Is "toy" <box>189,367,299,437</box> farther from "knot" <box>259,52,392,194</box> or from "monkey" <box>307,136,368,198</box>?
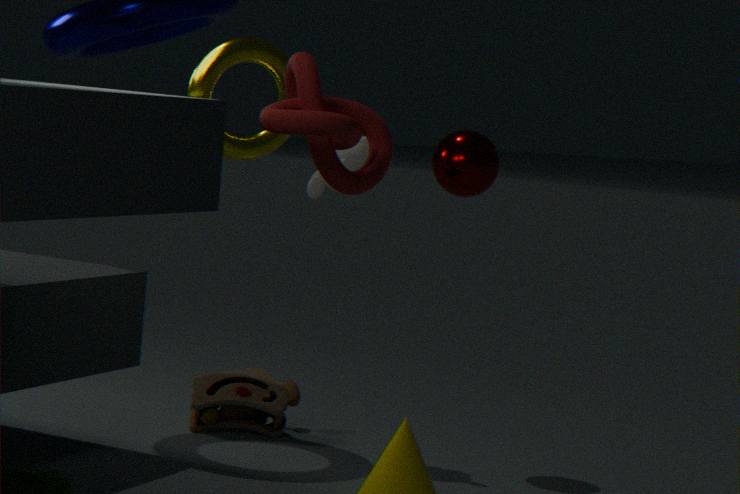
"knot" <box>259,52,392,194</box>
